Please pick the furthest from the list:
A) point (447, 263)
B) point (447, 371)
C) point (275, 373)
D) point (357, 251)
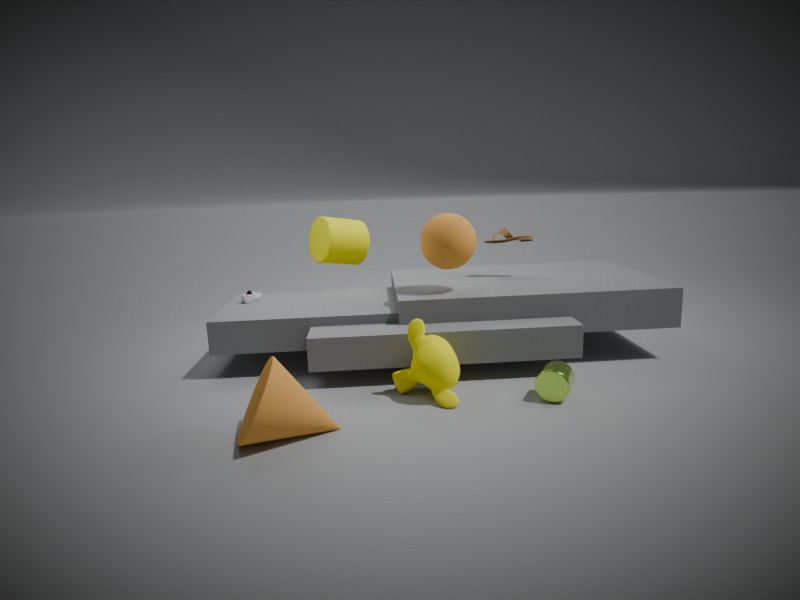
point (357, 251)
